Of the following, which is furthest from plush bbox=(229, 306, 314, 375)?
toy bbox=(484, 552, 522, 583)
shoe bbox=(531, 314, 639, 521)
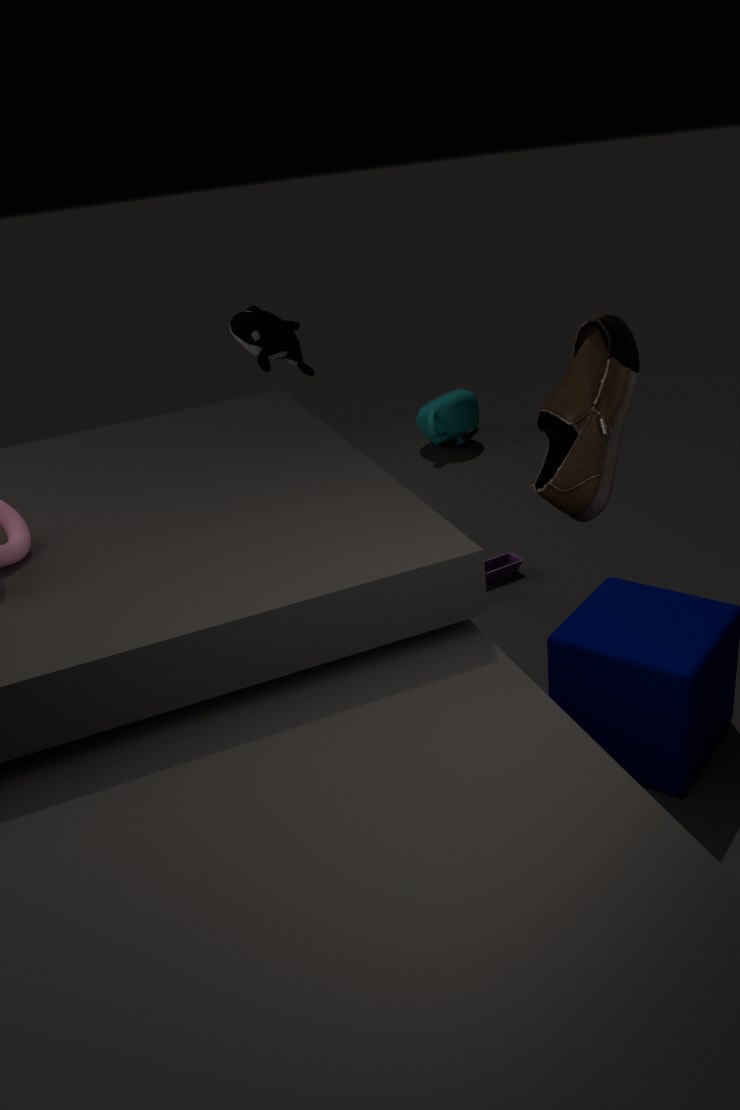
shoe bbox=(531, 314, 639, 521)
